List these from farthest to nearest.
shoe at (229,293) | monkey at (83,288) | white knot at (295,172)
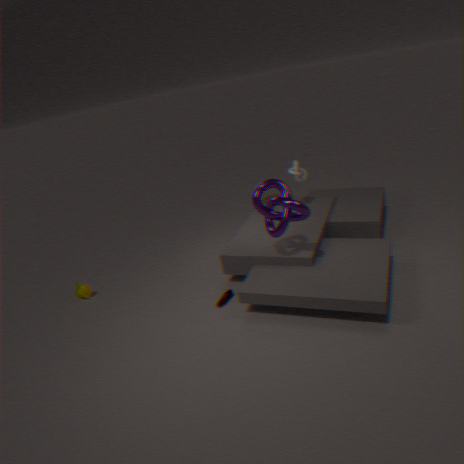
white knot at (295,172) < monkey at (83,288) < shoe at (229,293)
